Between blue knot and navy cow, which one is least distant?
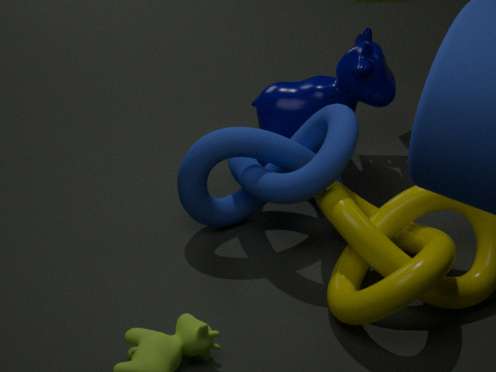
blue knot
